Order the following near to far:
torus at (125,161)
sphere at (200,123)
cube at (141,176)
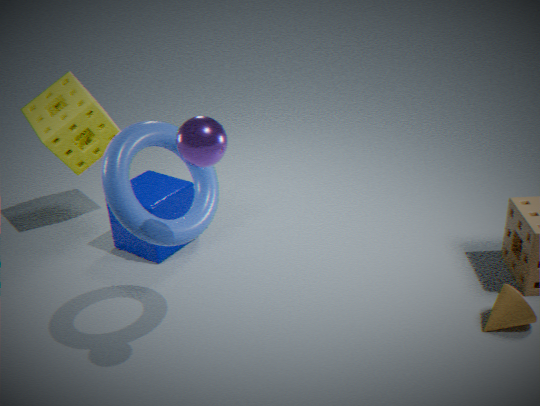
sphere at (200,123), torus at (125,161), cube at (141,176)
